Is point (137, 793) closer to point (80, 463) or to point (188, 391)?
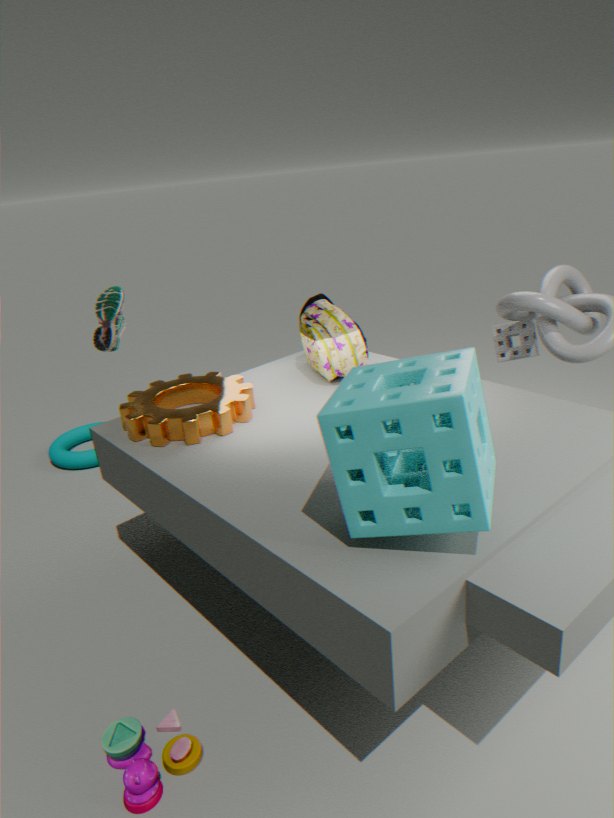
point (188, 391)
